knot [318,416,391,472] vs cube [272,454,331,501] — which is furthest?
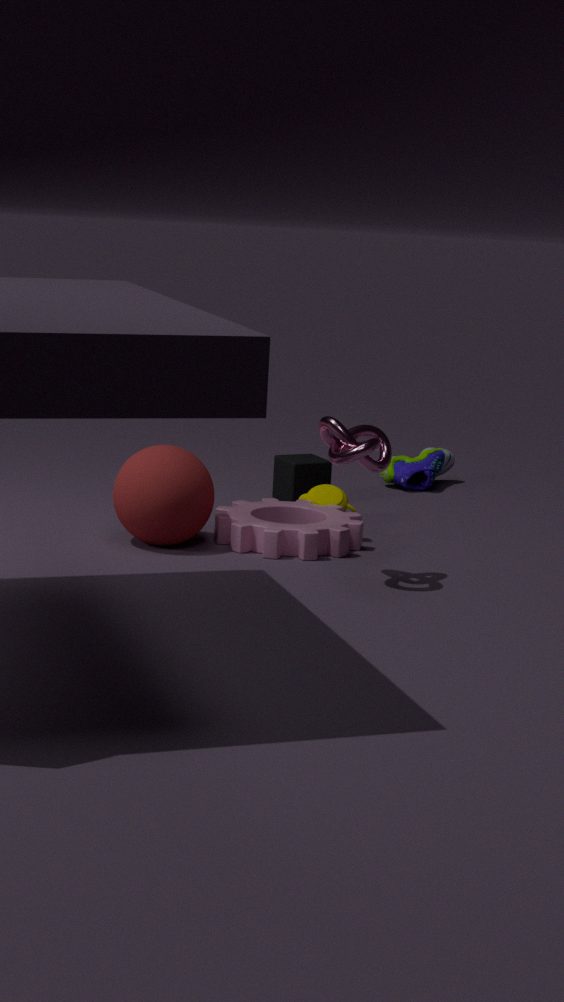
cube [272,454,331,501]
